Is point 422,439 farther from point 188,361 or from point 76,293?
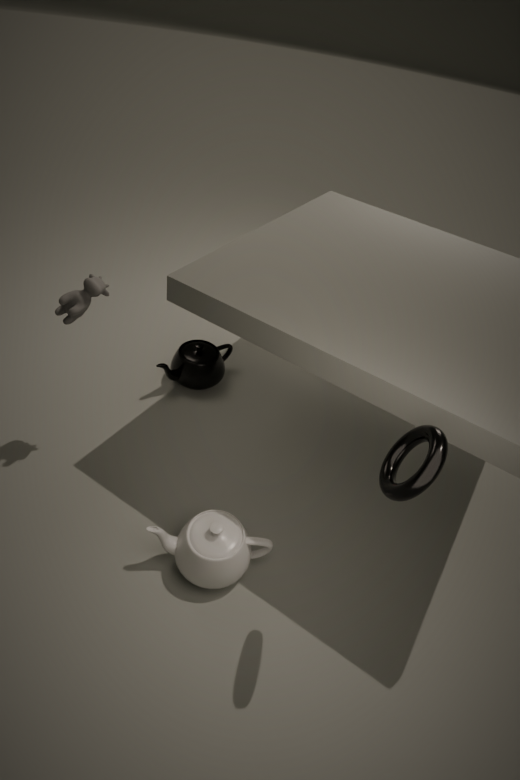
point 188,361
